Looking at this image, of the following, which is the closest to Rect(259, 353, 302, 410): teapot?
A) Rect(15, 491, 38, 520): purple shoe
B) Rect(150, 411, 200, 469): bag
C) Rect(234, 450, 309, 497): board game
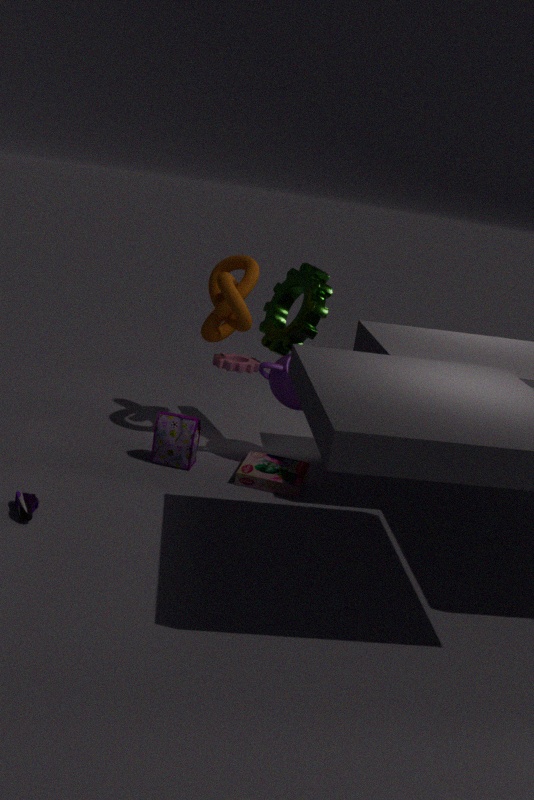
Rect(234, 450, 309, 497): board game
